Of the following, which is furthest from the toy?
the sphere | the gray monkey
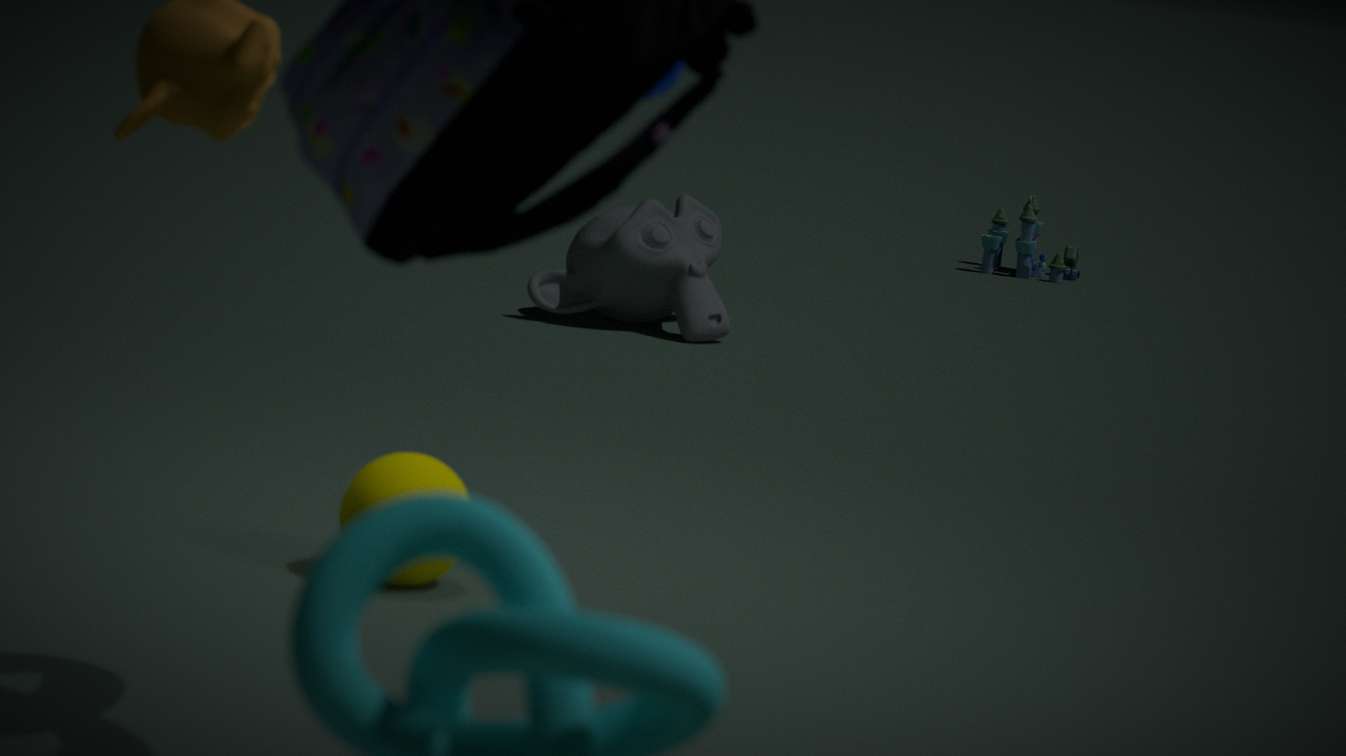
the sphere
